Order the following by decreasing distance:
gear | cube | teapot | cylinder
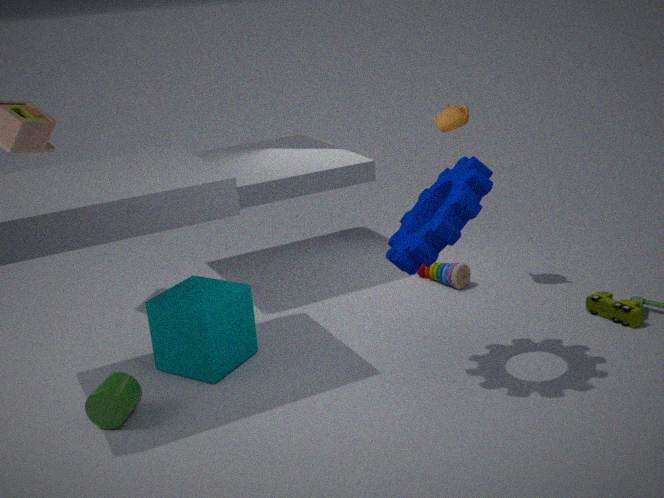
1. teapot
2. cube
3. cylinder
4. gear
